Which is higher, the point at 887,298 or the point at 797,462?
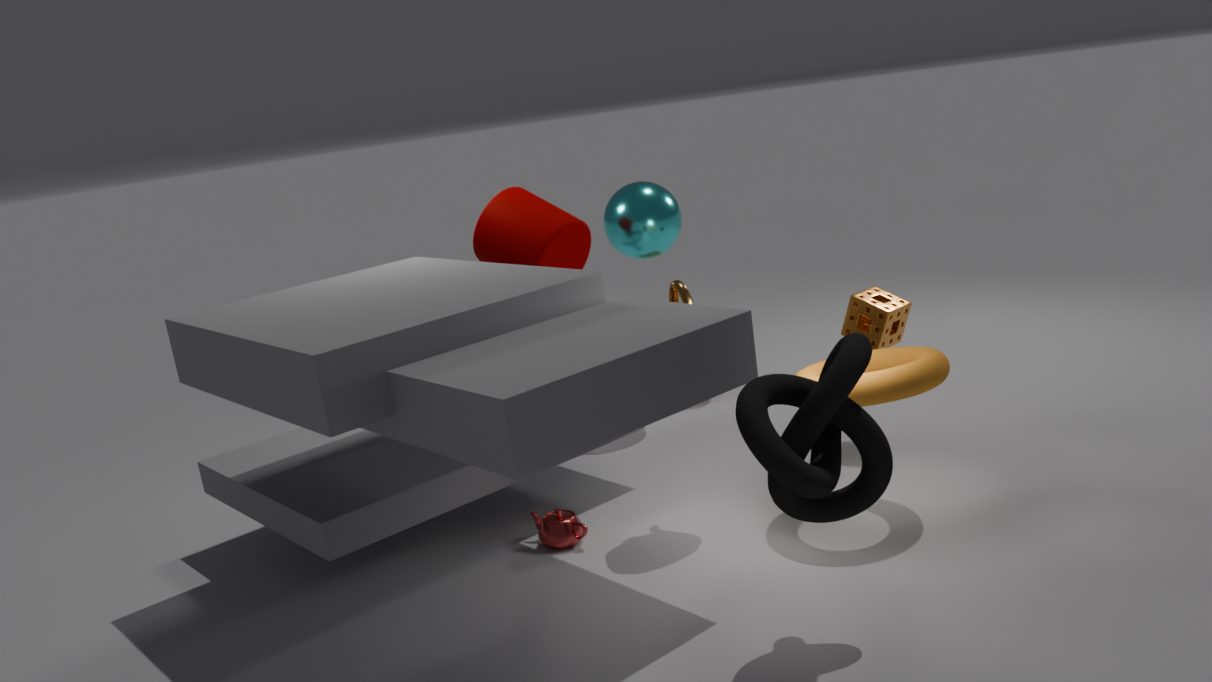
the point at 797,462
